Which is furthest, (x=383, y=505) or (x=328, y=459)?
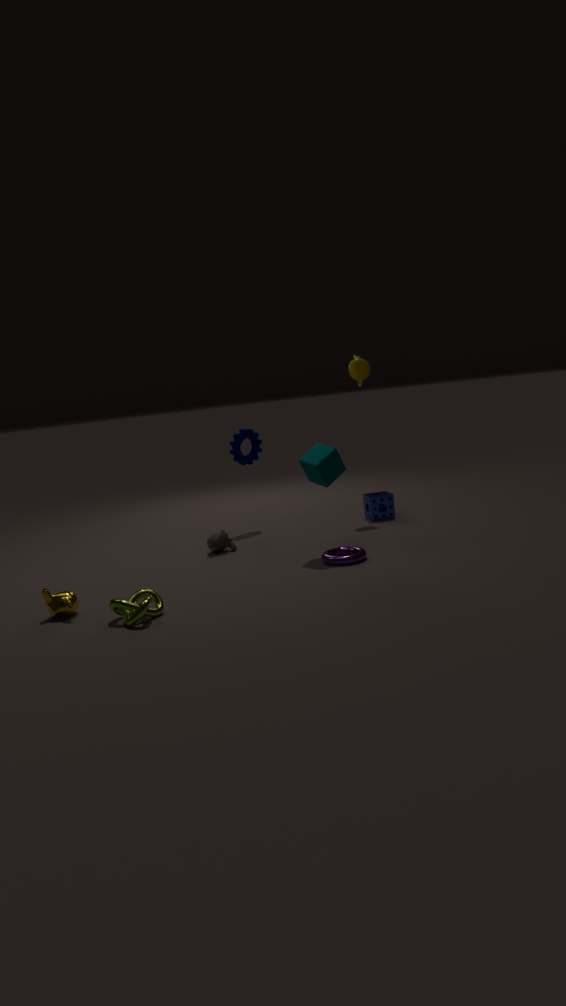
(x=383, y=505)
